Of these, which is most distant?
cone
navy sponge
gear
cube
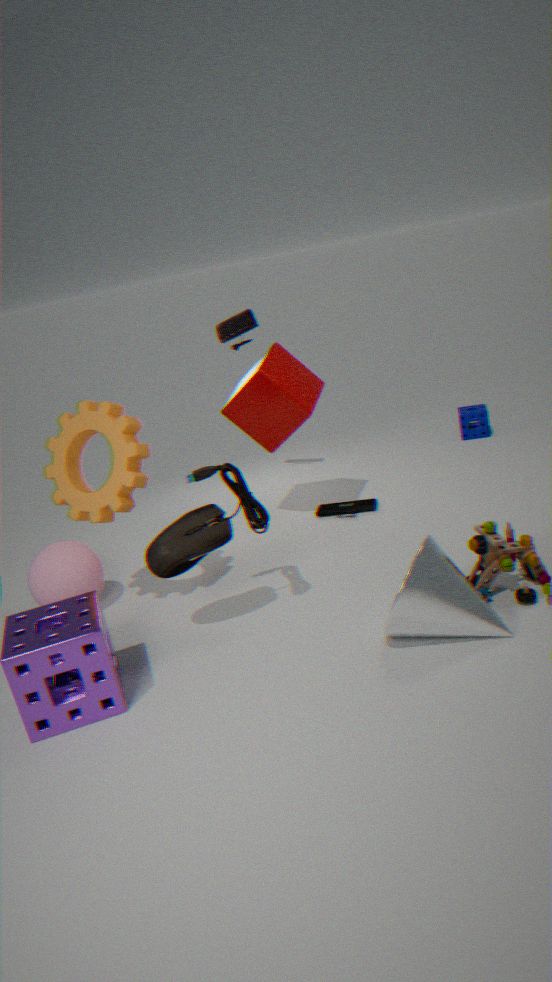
navy sponge
